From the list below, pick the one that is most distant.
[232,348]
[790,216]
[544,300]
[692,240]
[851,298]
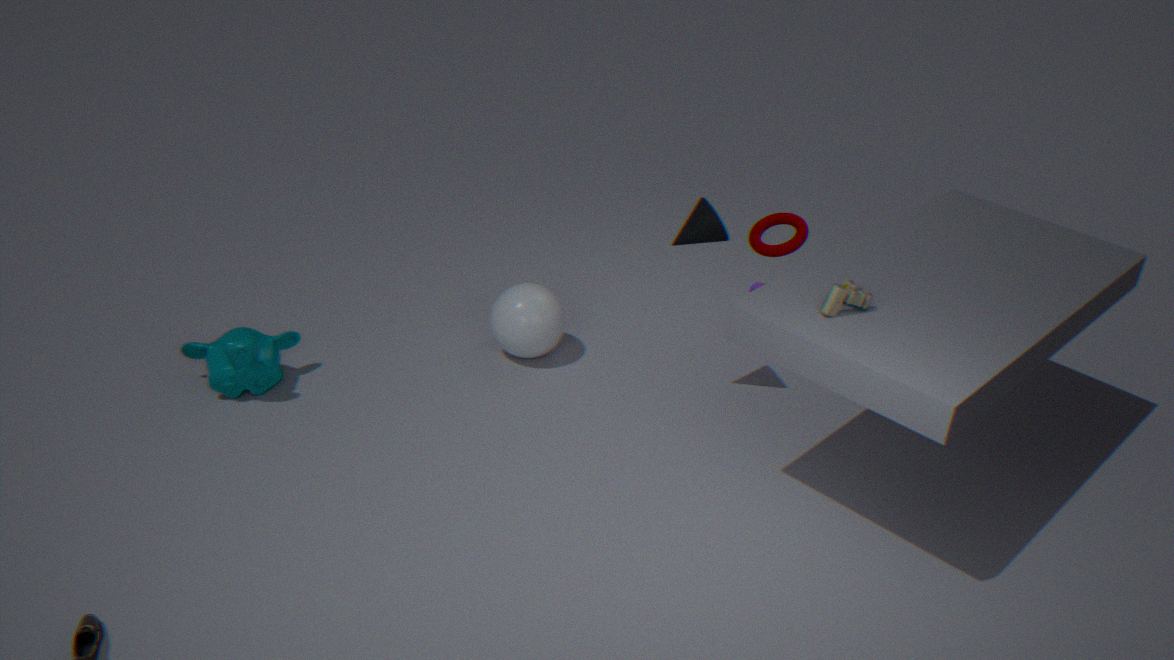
[544,300]
